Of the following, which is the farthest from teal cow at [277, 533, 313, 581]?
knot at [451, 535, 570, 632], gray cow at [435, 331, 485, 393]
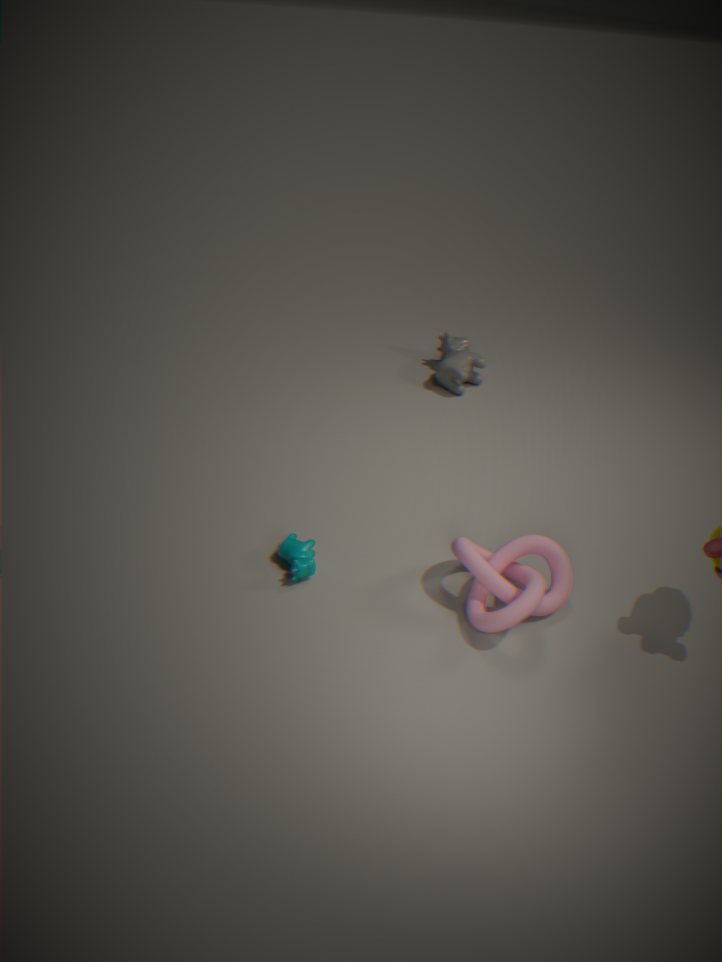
gray cow at [435, 331, 485, 393]
